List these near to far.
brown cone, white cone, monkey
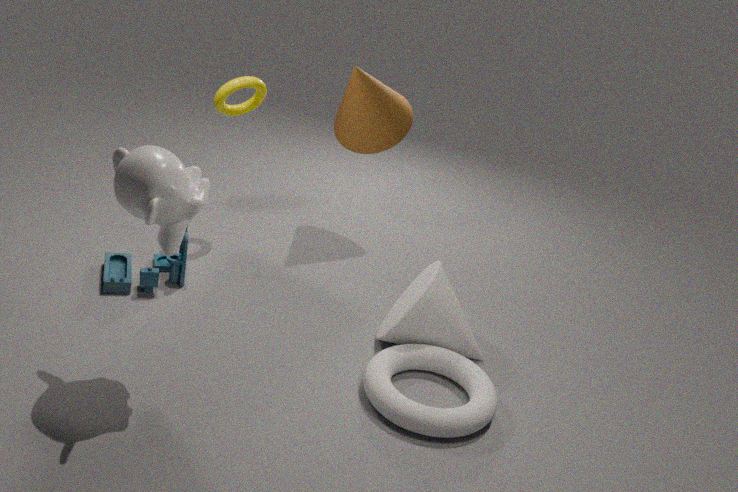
monkey
white cone
brown cone
